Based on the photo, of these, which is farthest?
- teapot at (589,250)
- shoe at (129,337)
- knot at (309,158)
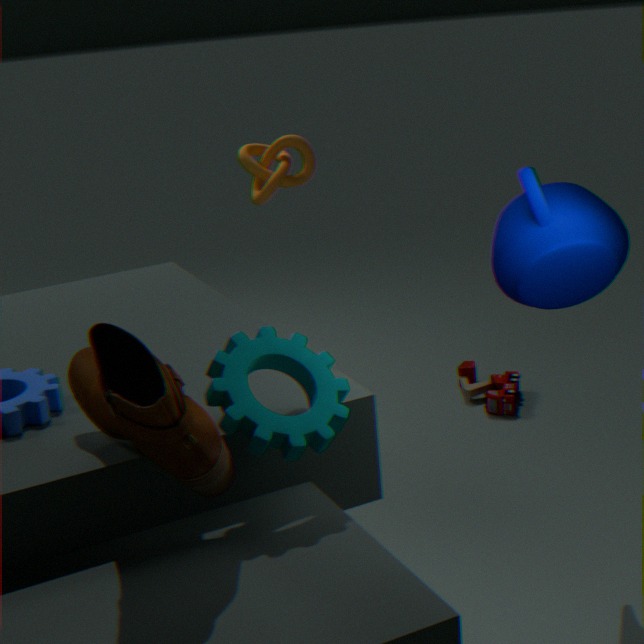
knot at (309,158)
